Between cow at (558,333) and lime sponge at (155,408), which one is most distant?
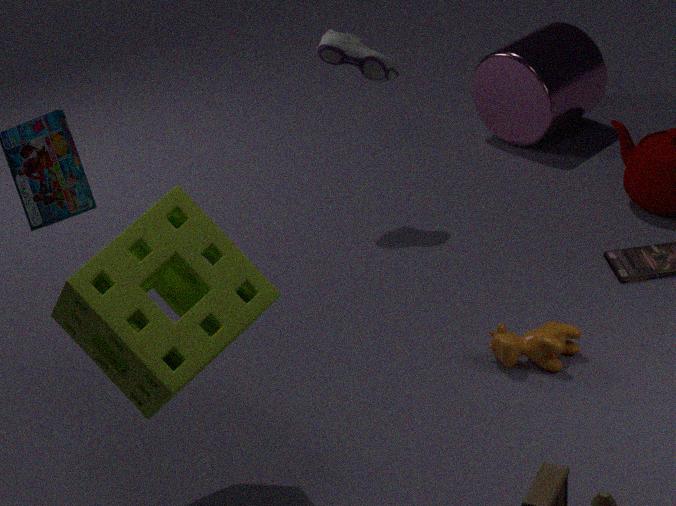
cow at (558,333)
